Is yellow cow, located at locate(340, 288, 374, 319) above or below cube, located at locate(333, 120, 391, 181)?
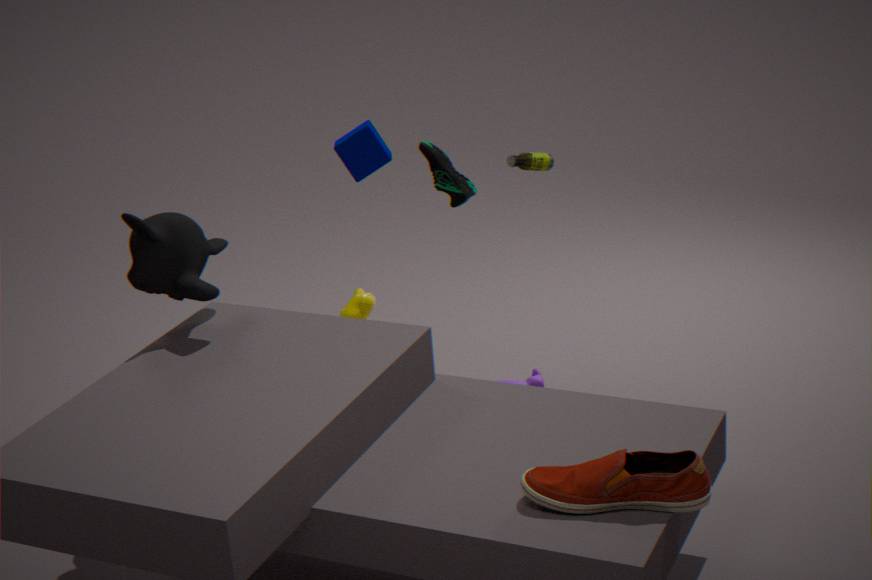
below
